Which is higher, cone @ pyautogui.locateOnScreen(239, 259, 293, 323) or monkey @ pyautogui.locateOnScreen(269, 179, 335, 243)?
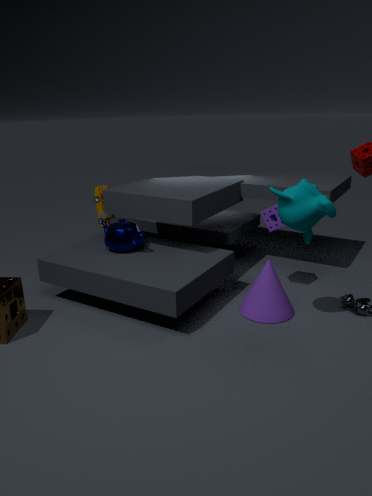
monkey @ pyautogui.locateOnScreen(269, 179, 335, 243)
